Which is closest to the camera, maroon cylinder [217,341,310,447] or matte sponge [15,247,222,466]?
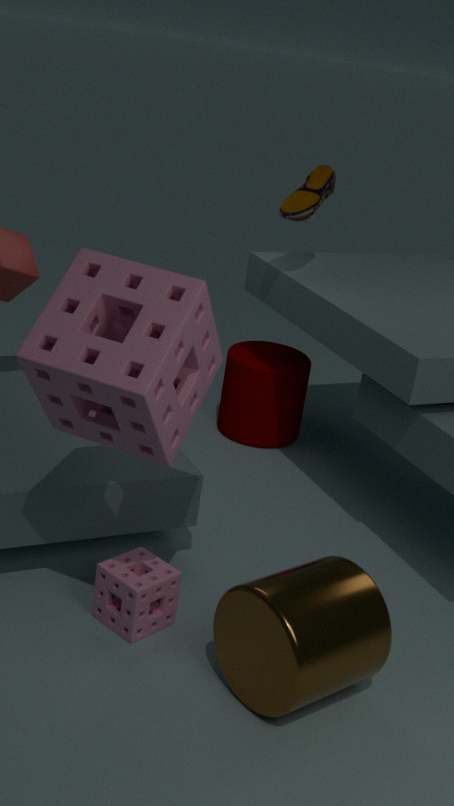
matte sponge [15,247,222,466]
